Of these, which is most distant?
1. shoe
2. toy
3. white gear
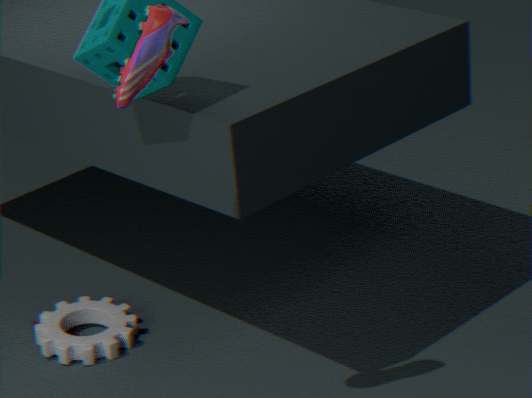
toy
